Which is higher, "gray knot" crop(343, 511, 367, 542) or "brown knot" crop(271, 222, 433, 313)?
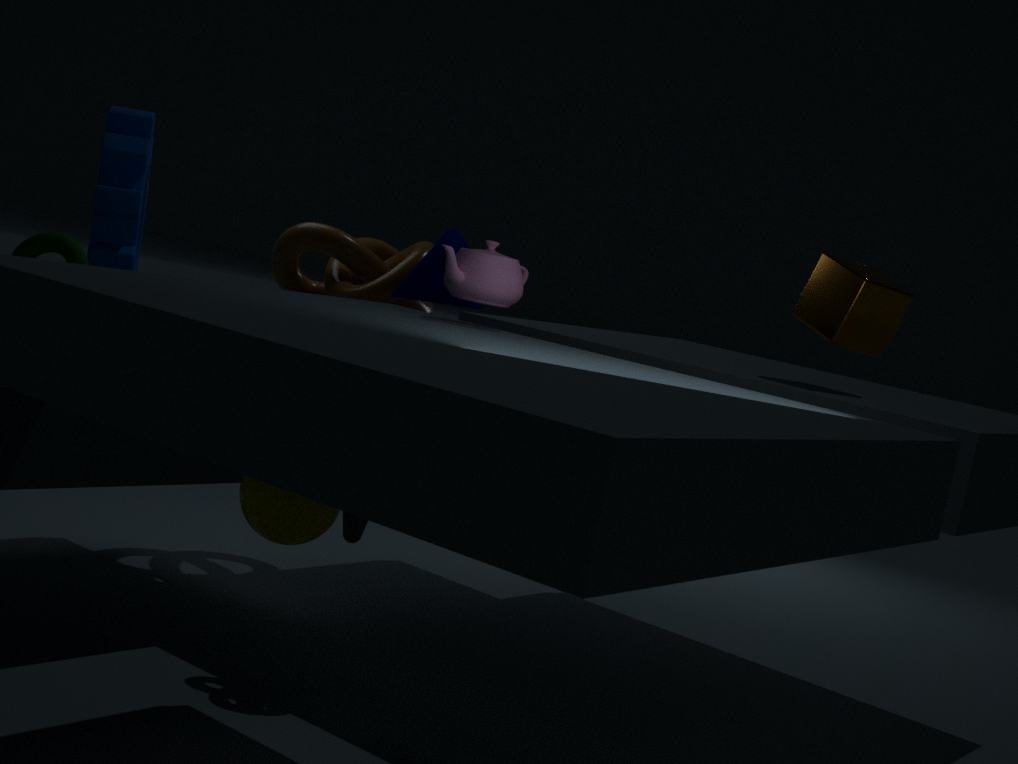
→ "brown knot" crop(271, 222, 433, 313)
